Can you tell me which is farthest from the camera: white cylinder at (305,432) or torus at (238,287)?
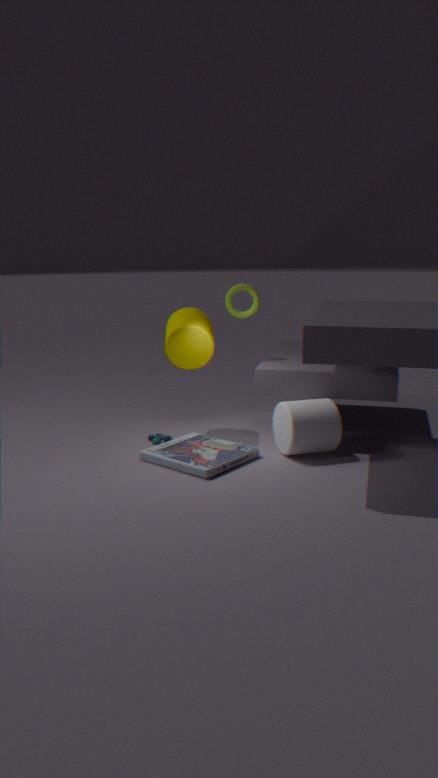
torus at (238,287)
